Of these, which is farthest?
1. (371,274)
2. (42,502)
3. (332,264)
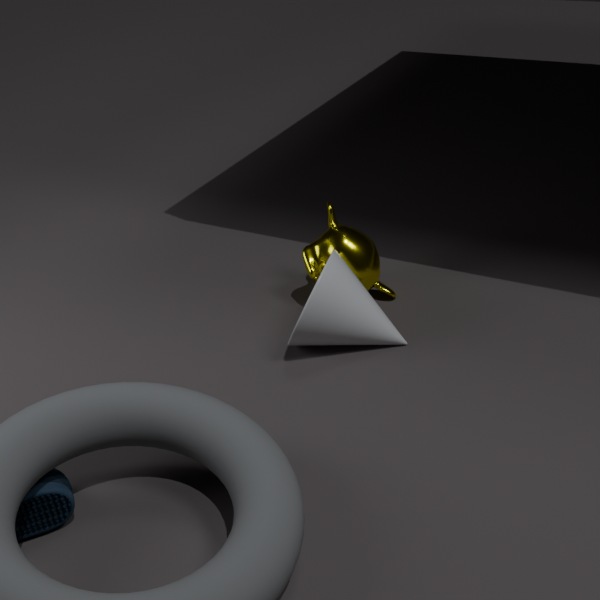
(371,274)
